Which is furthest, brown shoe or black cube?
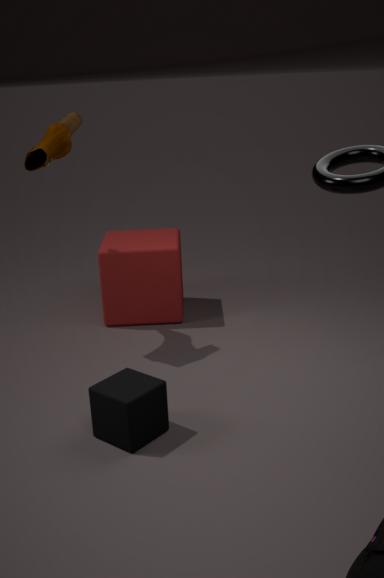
brown shoe
